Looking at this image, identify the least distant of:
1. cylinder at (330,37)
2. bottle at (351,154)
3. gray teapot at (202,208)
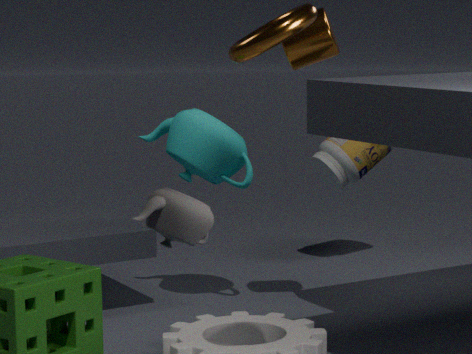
gray teapot at (202,208)
